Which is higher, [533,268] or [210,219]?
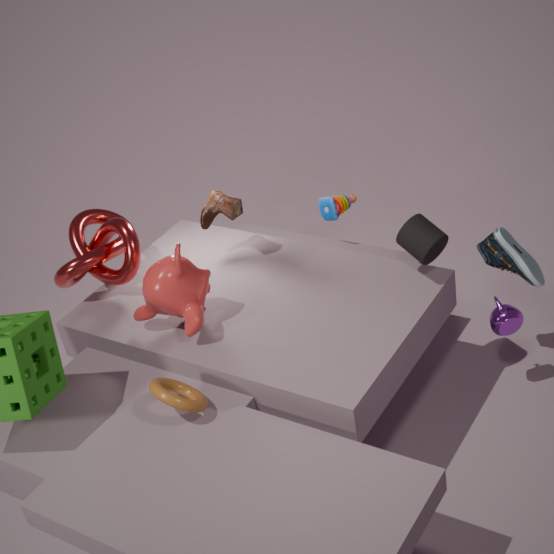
[210,219]
